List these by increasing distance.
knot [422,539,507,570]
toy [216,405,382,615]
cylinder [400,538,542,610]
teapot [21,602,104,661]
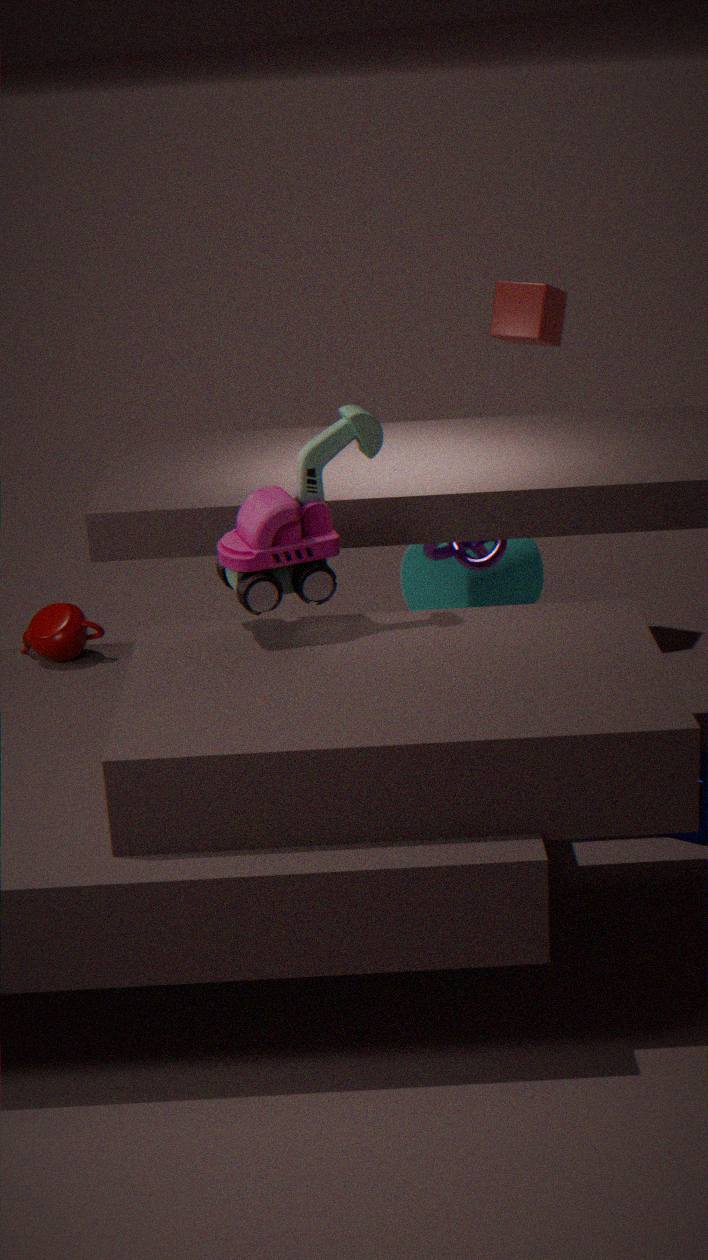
toy [216,405,382,615]
teapot [21,602,104,661]
knot [422,539,507,570]
cylinder [400,538,542,610]
